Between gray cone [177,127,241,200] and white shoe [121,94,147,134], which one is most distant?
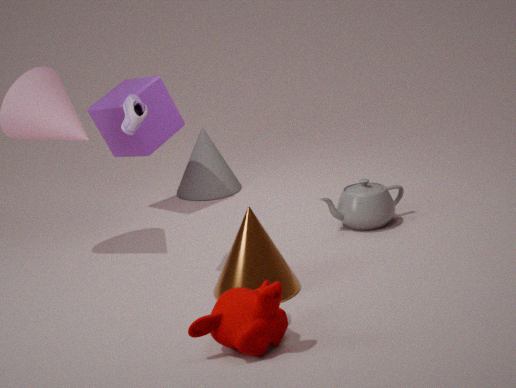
gray cone [177,127,241,200]
